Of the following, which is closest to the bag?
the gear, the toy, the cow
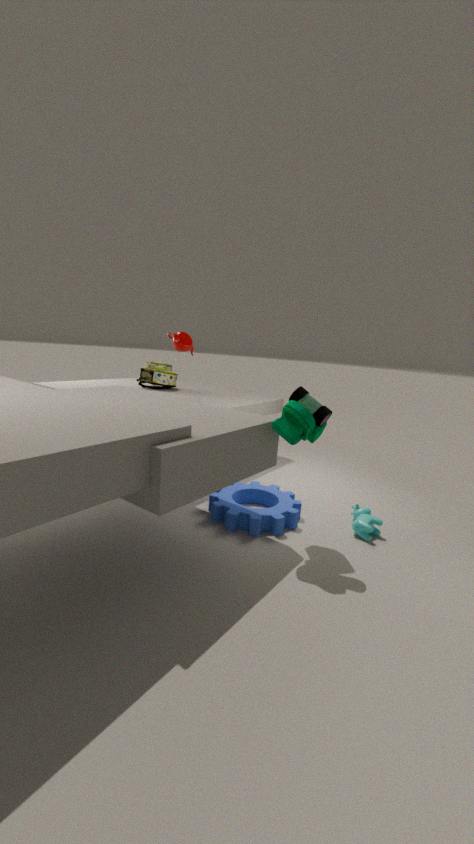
the gear
